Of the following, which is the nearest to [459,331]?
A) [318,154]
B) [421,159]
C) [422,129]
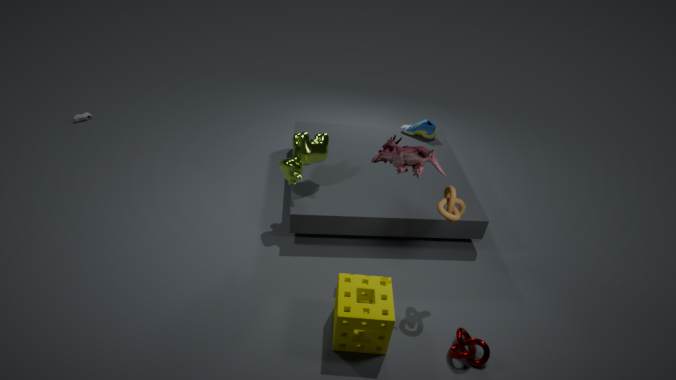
[421,159]
